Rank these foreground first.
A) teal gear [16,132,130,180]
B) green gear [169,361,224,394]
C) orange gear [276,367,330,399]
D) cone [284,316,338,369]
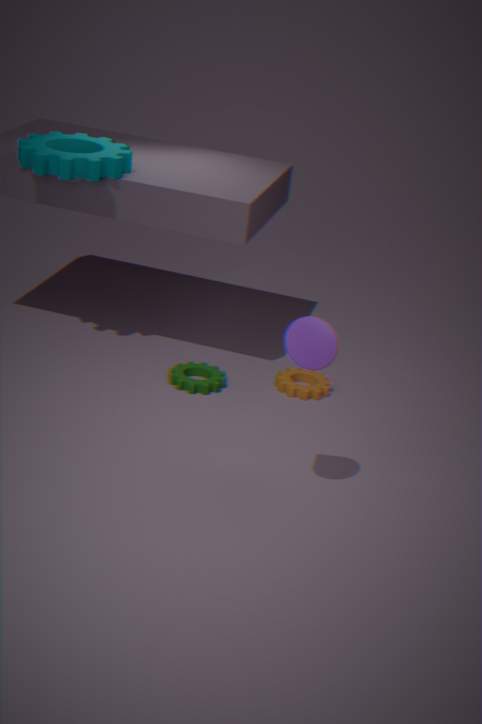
cone [284,316,338,369]
teal gear [16,132,130,180]
green gear [169,361,224,394]
orange gear [276,367,330,399]
